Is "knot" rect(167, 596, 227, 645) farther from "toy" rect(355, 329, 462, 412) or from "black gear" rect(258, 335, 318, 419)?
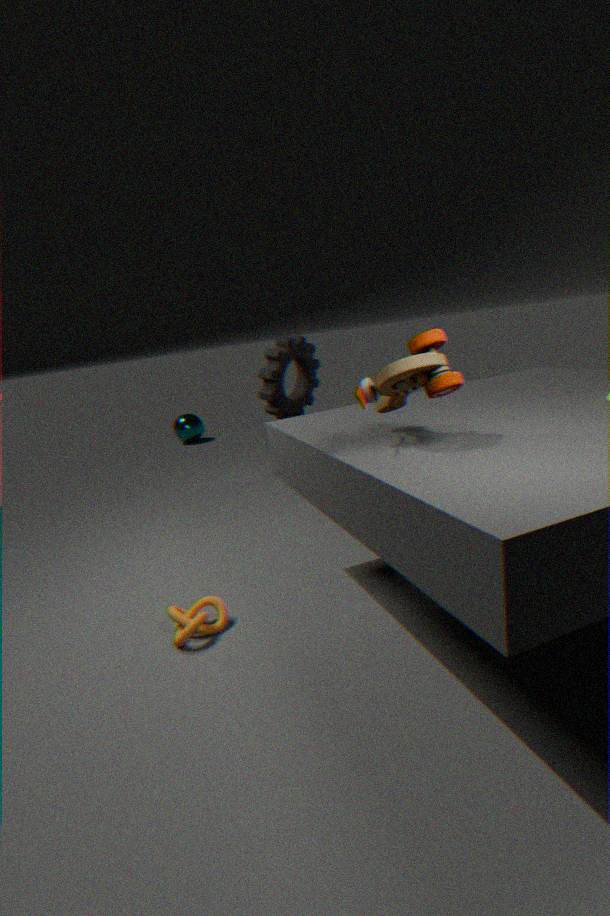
"black gear" rect(258, 335, 318, 419)
